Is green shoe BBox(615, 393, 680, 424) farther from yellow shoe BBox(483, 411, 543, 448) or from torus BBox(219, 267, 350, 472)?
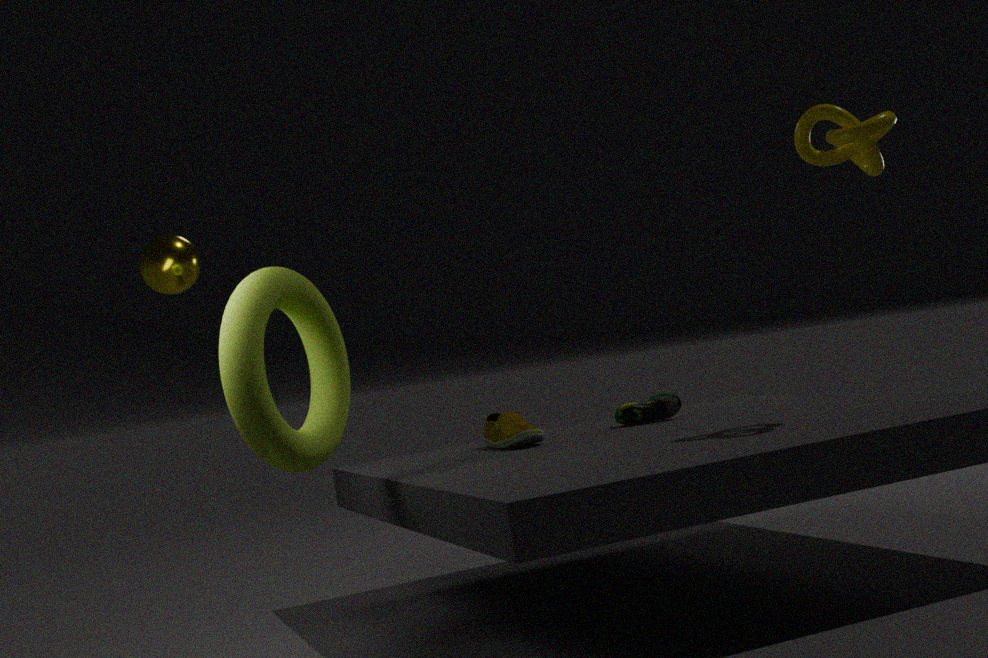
torus BBox(219, 267, 350, 472)
